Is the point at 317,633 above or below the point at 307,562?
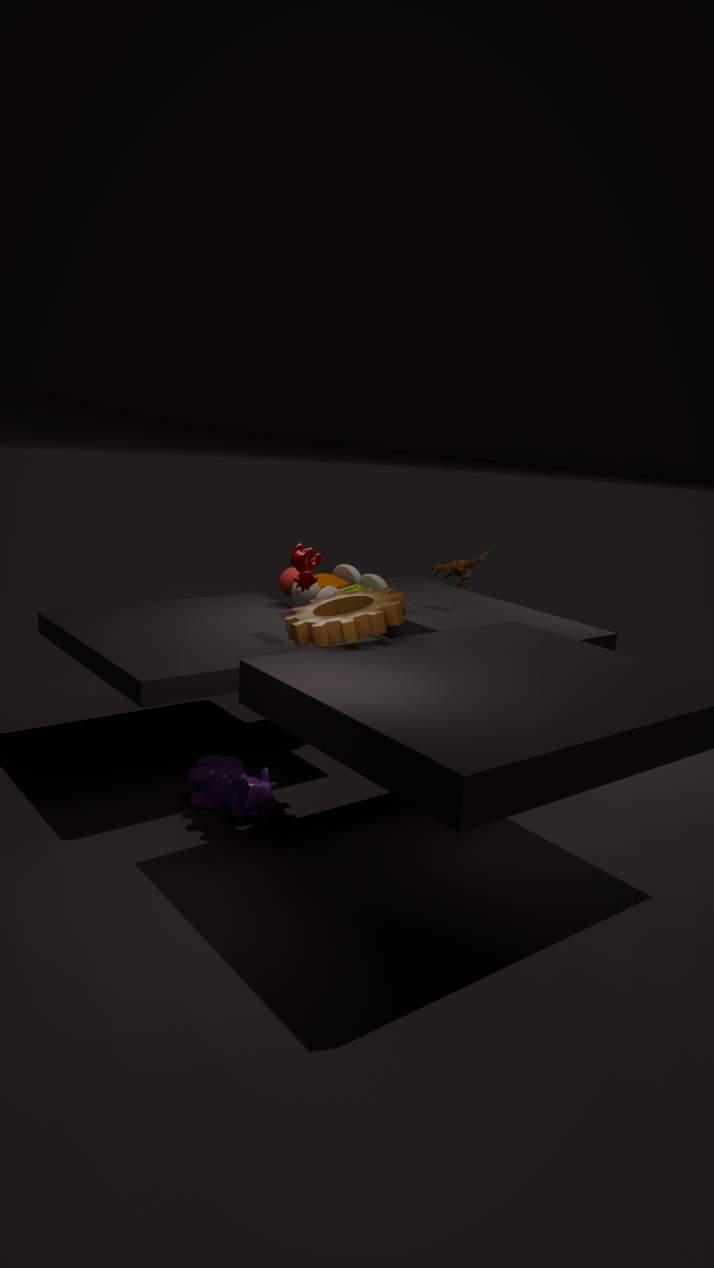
below
